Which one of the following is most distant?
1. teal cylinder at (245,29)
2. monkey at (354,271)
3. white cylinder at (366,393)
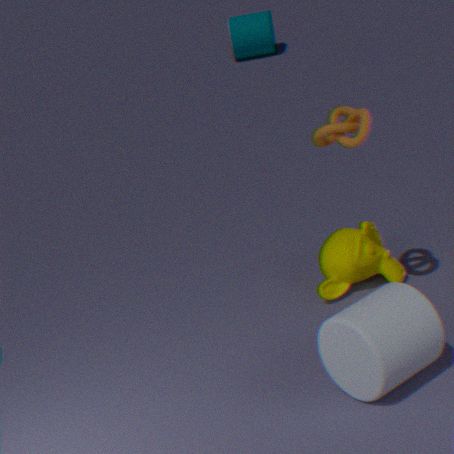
teal cylinder at (245,29)
